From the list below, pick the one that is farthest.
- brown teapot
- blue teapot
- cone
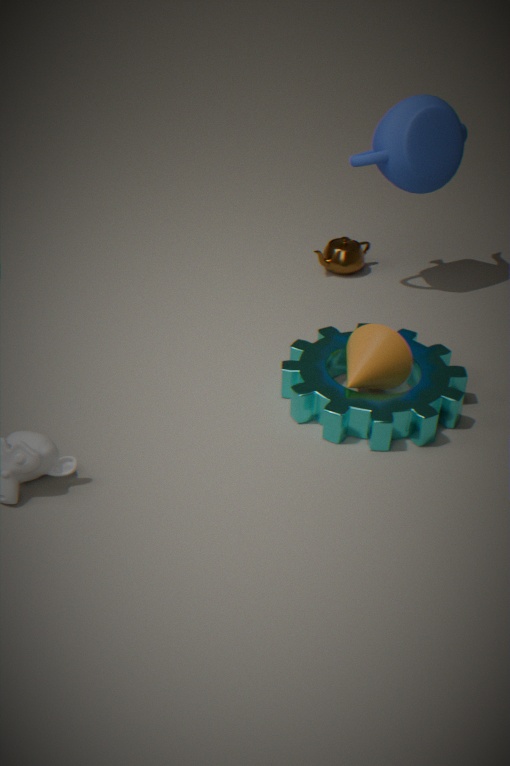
brown teapot
